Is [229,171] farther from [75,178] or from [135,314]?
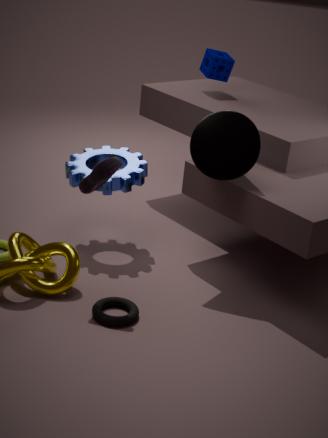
[135,314]
